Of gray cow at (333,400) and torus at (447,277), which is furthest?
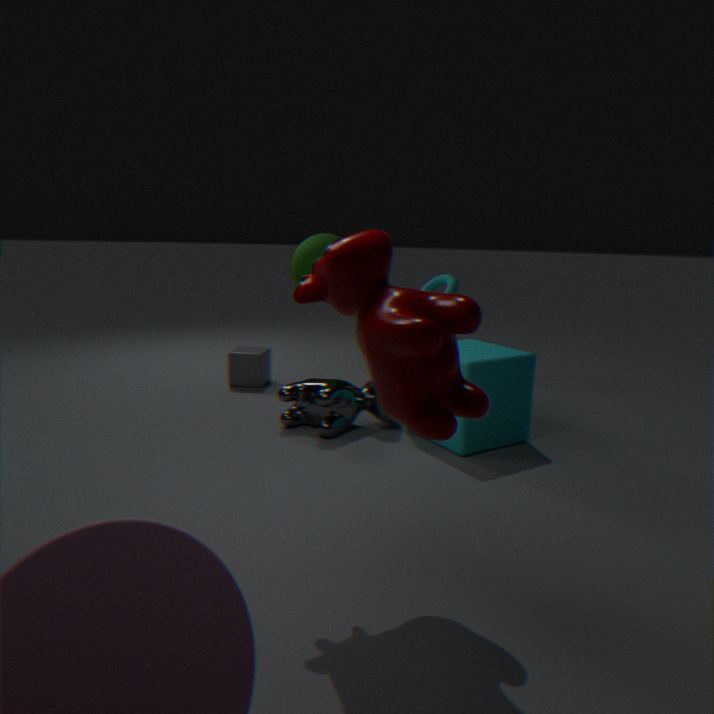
torus at (447,277)
